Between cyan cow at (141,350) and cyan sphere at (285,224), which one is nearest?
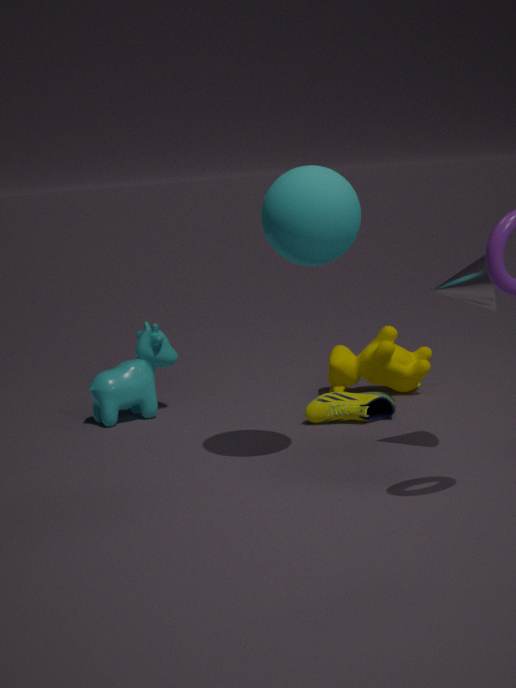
cyan sphere at (285,224)
